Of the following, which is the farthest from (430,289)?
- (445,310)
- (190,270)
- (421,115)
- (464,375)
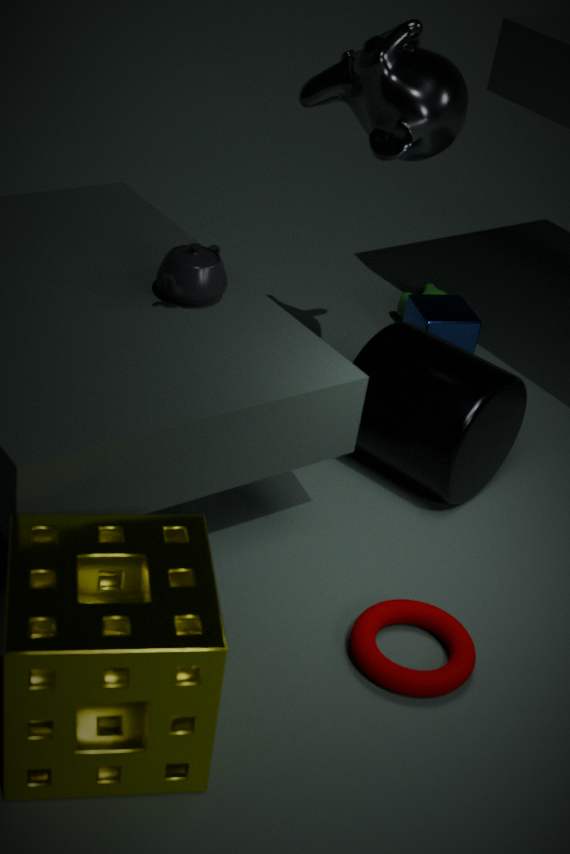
(190,270)
